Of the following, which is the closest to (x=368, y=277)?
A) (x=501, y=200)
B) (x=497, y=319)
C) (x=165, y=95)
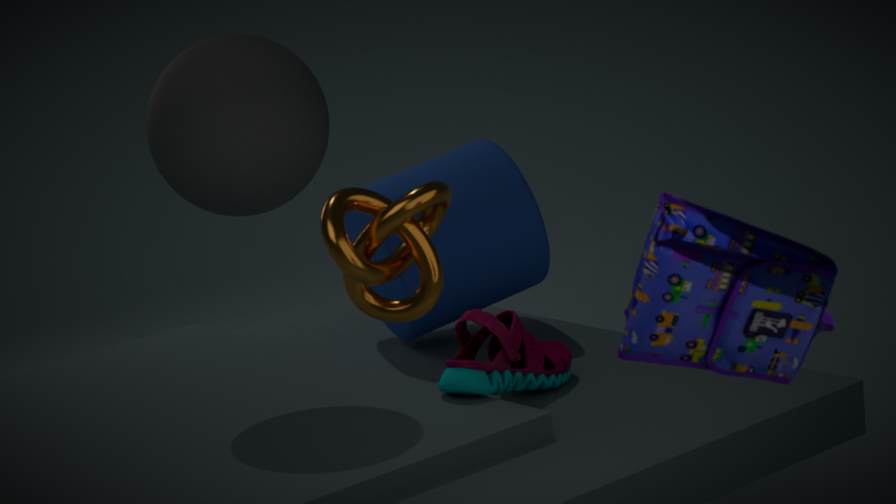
(x=165, y=95)
